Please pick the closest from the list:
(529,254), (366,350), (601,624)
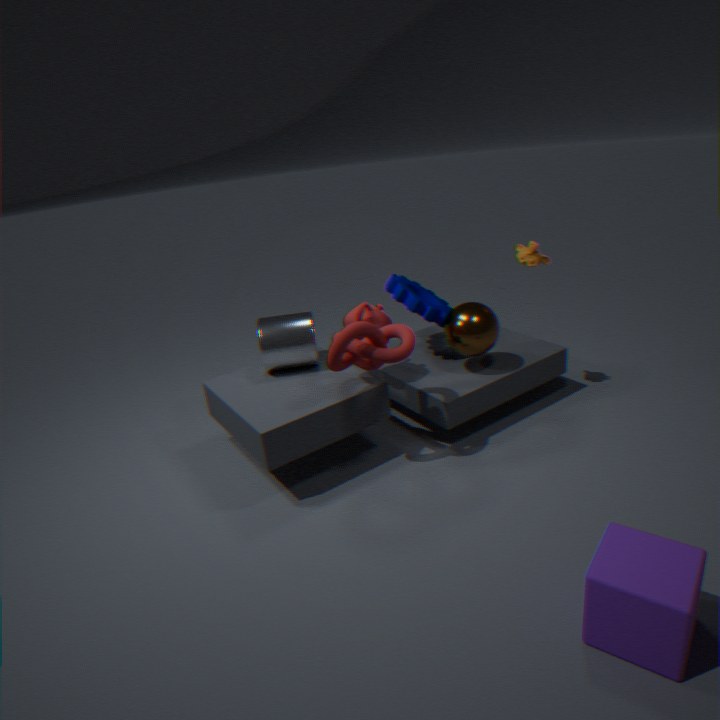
(601,624)
